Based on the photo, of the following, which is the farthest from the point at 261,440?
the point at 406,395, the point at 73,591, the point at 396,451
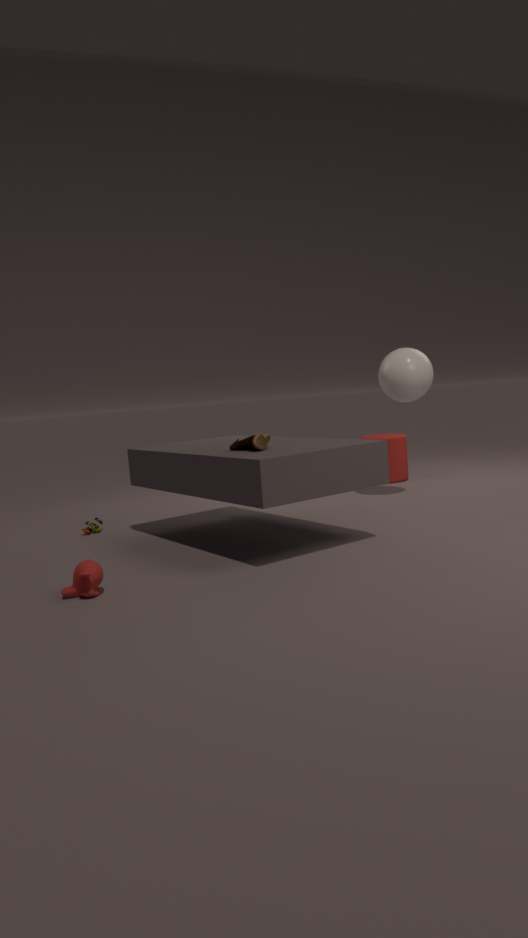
the point at 396,451
